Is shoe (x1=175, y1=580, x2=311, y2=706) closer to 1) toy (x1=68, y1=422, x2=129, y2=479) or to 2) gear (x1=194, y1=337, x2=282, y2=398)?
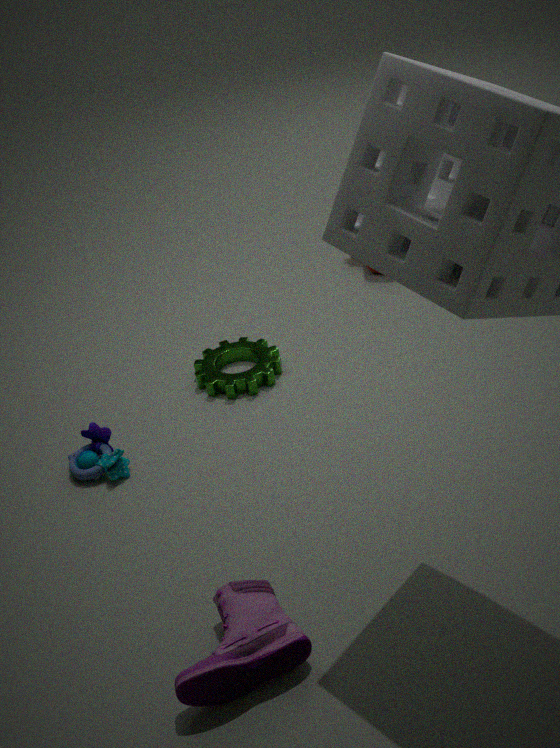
1) toy (x1=68, y1=422, x2=129, y2=479)
